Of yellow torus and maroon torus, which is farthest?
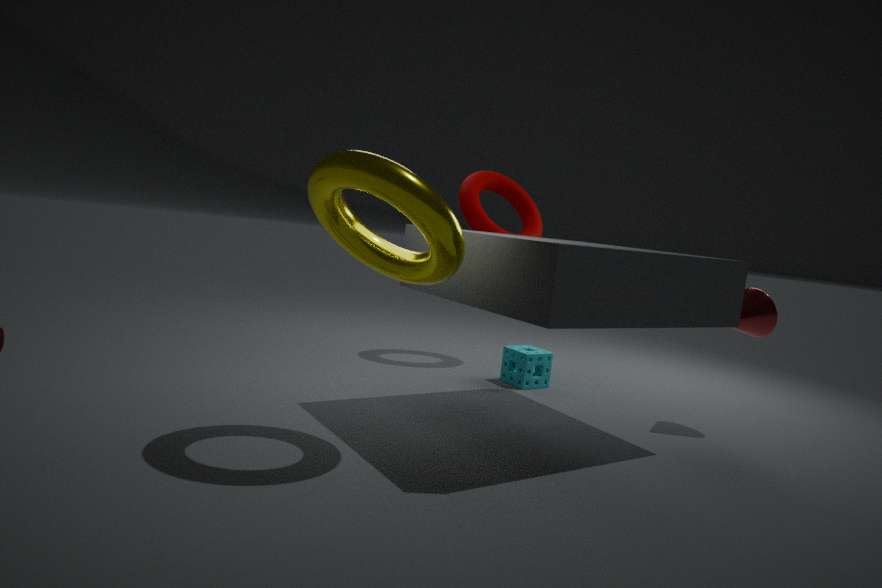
maroon torus
